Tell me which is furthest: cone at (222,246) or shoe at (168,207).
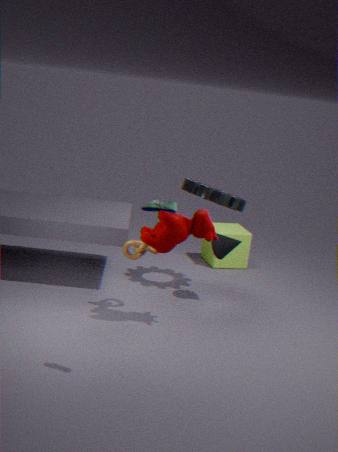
cone at (222,246)
